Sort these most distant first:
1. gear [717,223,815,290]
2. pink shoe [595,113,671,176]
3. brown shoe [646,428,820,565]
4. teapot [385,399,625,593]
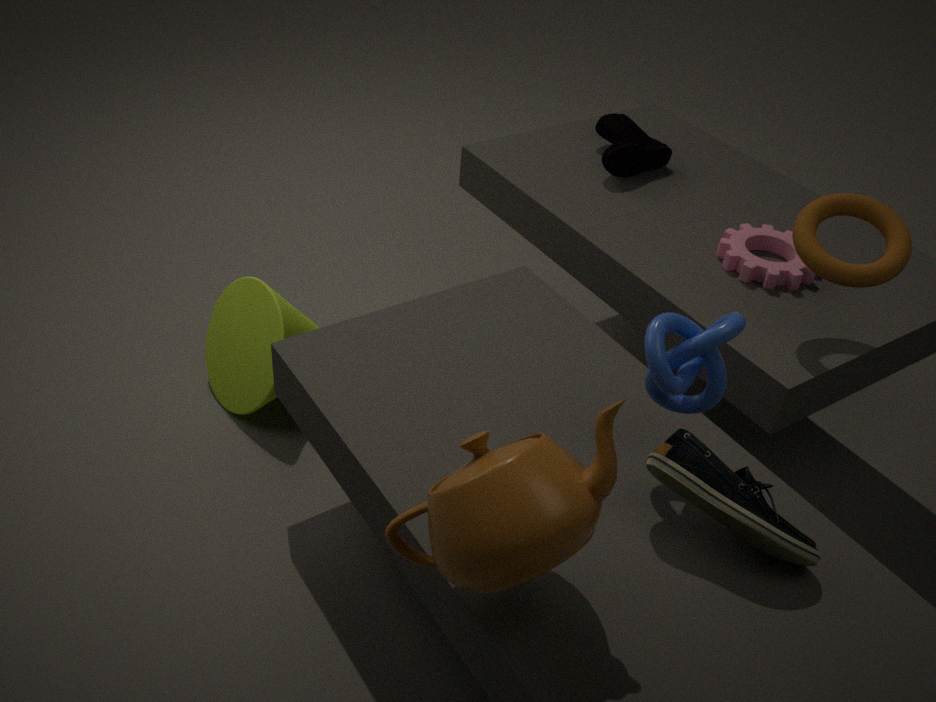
pink shoe [595,113,671,176]
gear [717,223,815,290]
brown shoe [646,428,820,565]
teapot [385,399,625,593]
